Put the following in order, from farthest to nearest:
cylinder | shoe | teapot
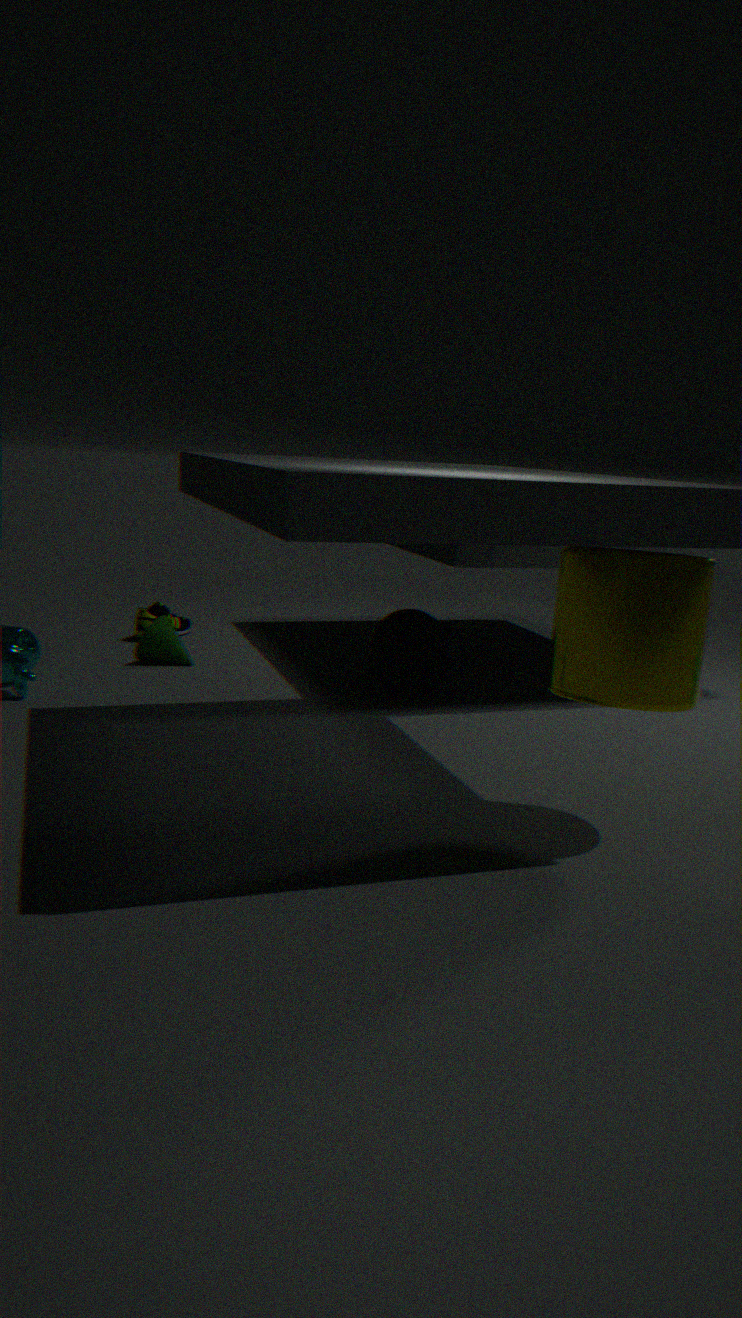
shoe < teapot < cylinder
